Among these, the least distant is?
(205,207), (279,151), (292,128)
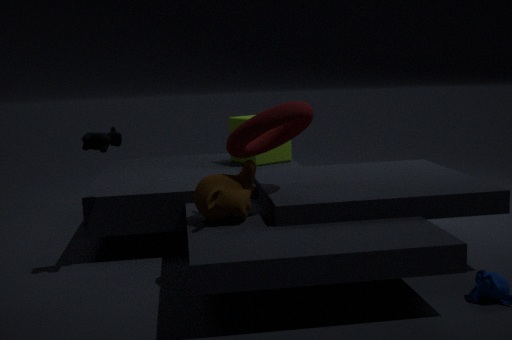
(205,207)
